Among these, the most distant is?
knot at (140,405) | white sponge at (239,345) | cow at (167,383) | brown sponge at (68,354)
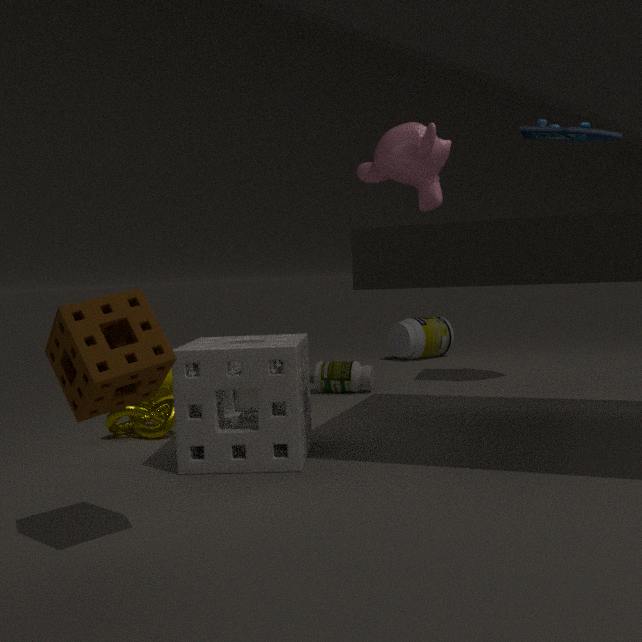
cow at (167,383)
